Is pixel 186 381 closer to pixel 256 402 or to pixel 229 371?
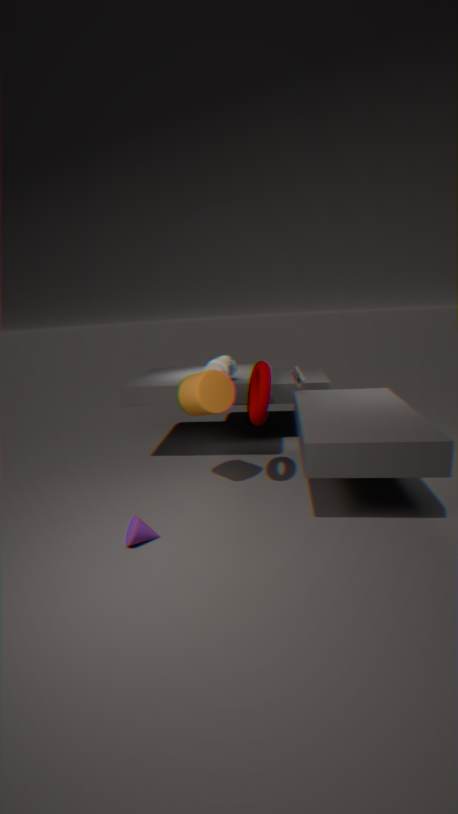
pixel 256 402
